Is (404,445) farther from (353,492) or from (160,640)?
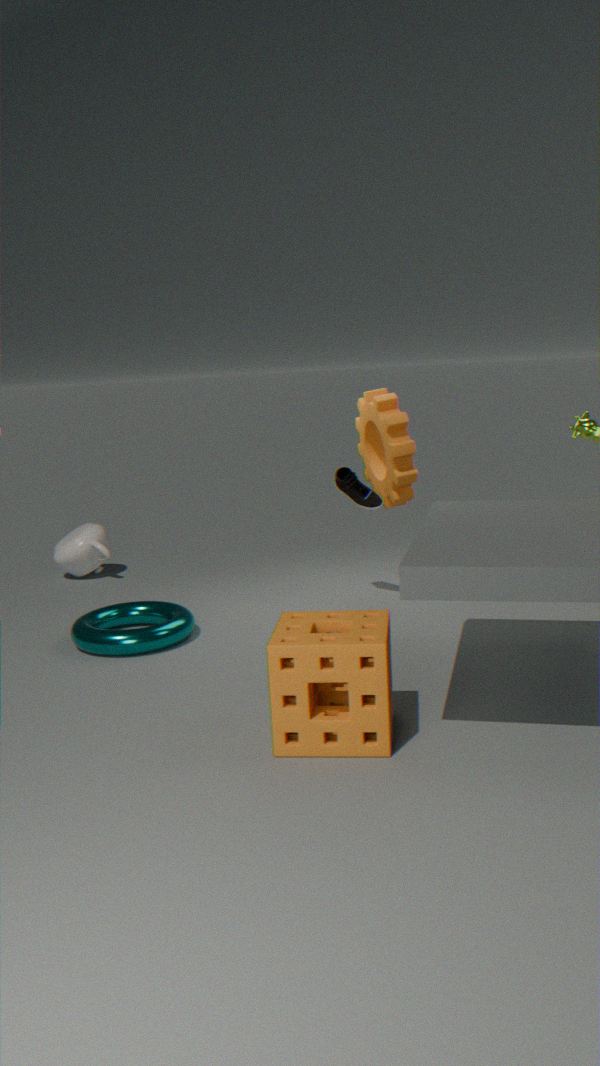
(160,640)
